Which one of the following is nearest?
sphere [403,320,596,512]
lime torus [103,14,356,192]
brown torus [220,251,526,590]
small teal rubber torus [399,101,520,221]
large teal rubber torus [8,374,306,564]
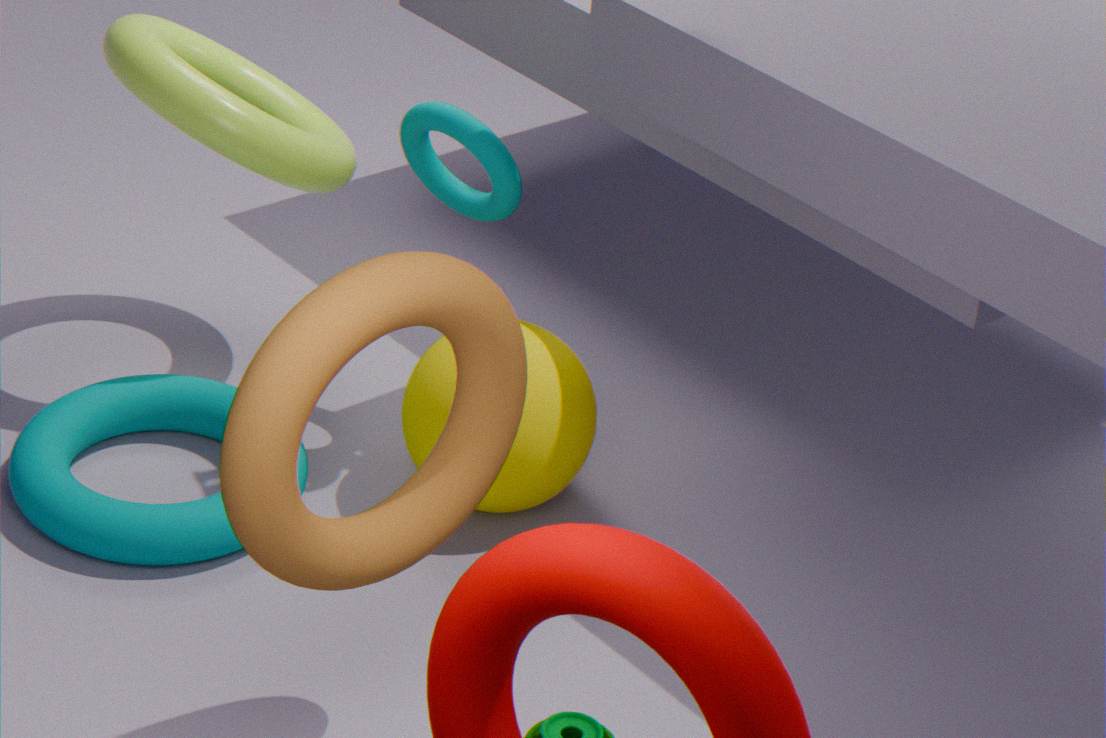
brown torus [220,251,526,590]
